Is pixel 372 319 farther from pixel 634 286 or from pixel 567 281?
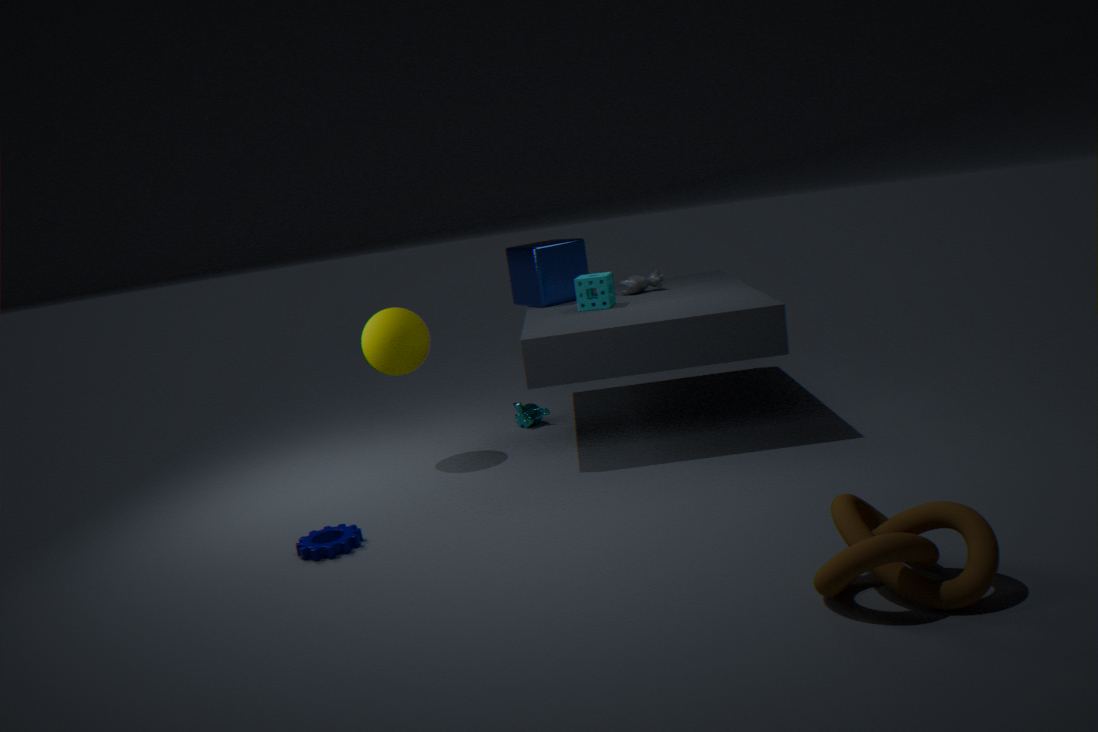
pixel 634 286
